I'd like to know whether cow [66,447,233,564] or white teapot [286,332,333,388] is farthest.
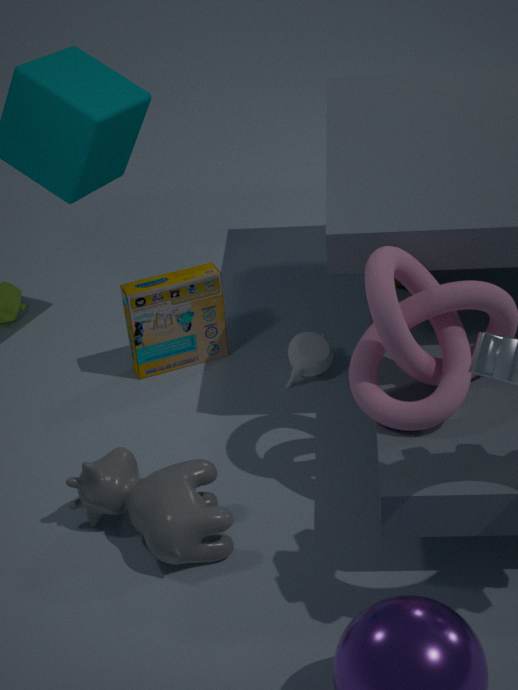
white teapot [286,332,333,388]
